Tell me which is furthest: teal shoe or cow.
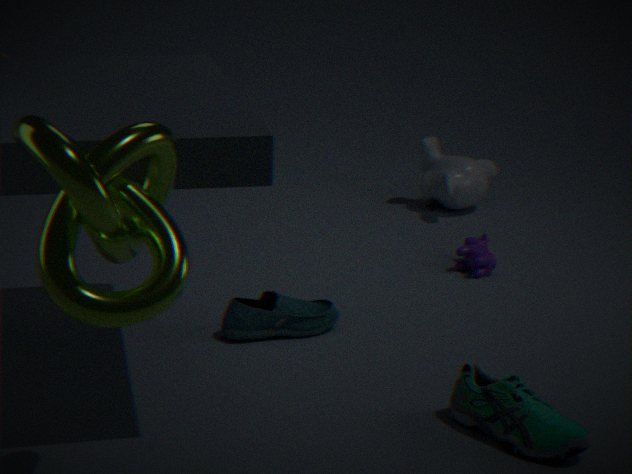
cow
